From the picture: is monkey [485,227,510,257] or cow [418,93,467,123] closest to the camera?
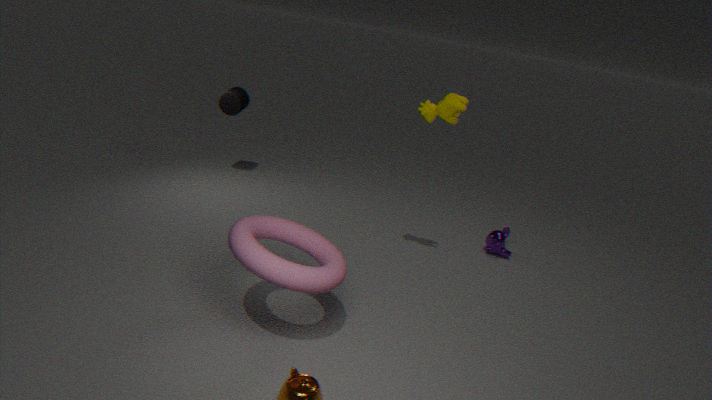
cow [418,93,467,123]
